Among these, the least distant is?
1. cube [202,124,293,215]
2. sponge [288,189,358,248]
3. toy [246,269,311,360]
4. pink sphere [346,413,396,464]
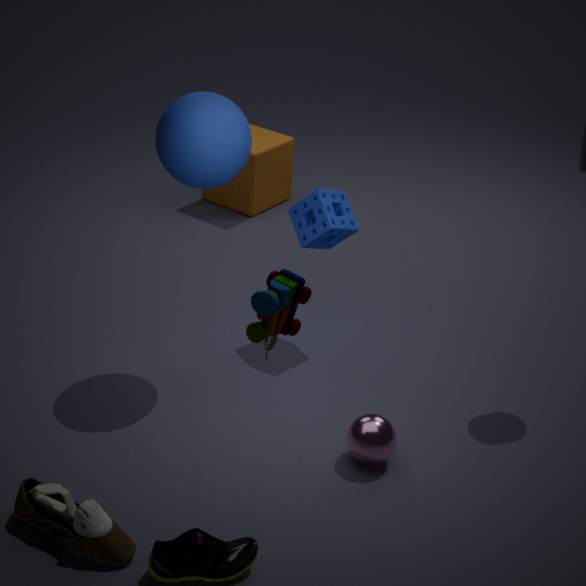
toy [246,269,311,360]
